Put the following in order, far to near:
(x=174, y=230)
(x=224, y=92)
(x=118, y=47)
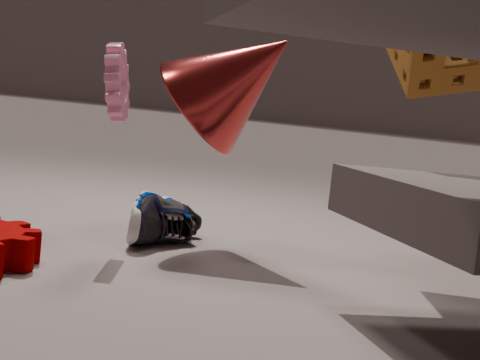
(x=174, y=230)
(x=224, y=92)
(x=118, y=47)
